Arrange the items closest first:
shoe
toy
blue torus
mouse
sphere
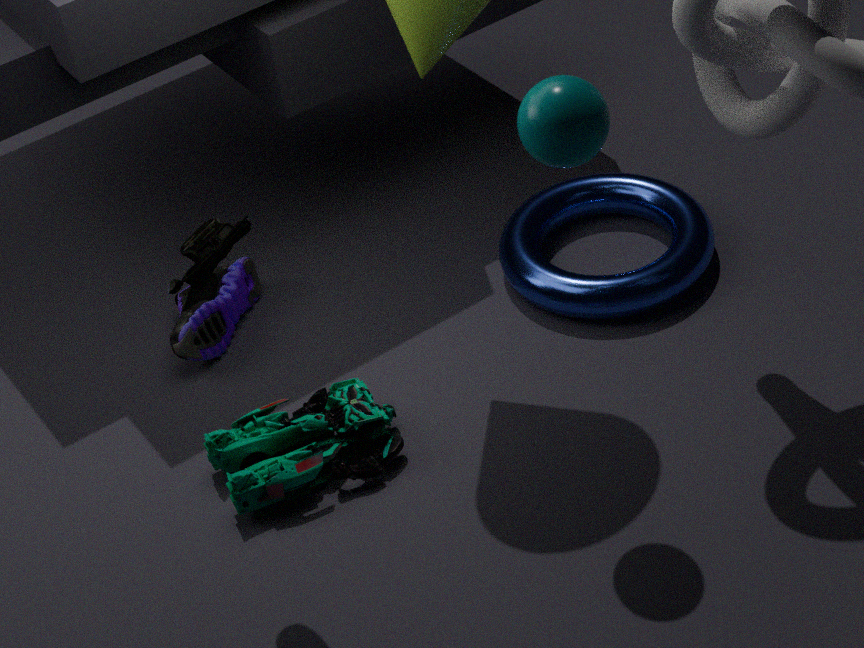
mouse
sphere
toy
blue torus
shoe
